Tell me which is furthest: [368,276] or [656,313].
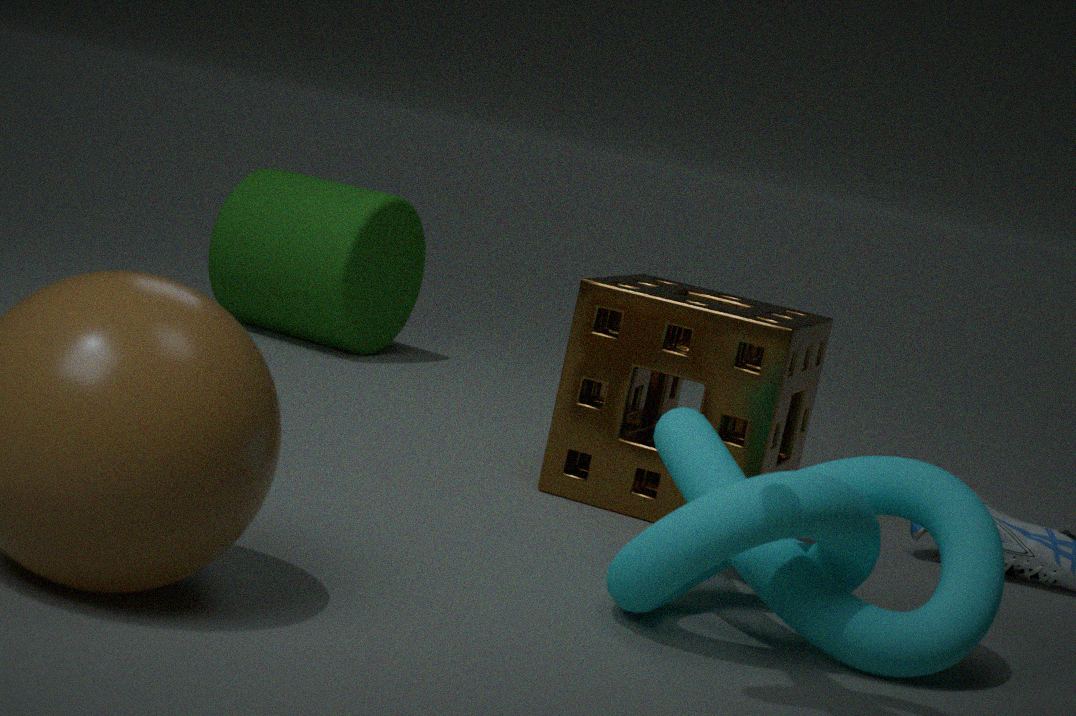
[368,276]
